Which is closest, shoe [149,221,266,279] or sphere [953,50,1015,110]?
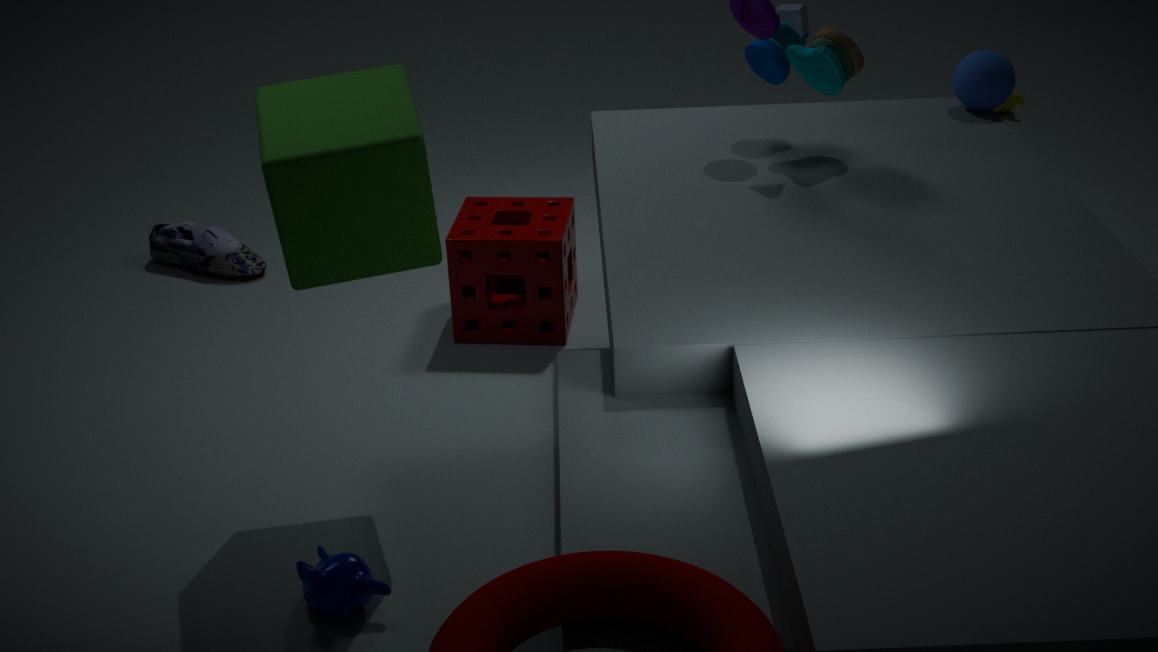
sphere [953,50,1015,110]
